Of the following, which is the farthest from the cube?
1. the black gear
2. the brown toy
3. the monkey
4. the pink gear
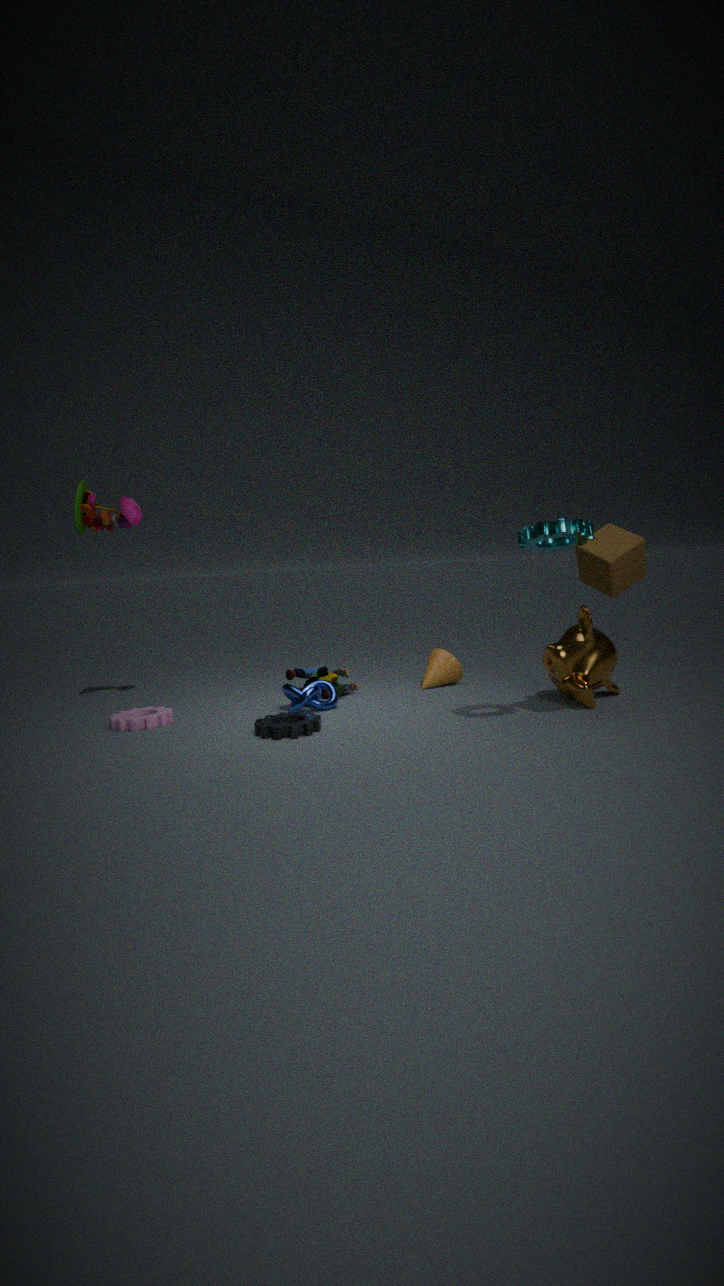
the brown toy
